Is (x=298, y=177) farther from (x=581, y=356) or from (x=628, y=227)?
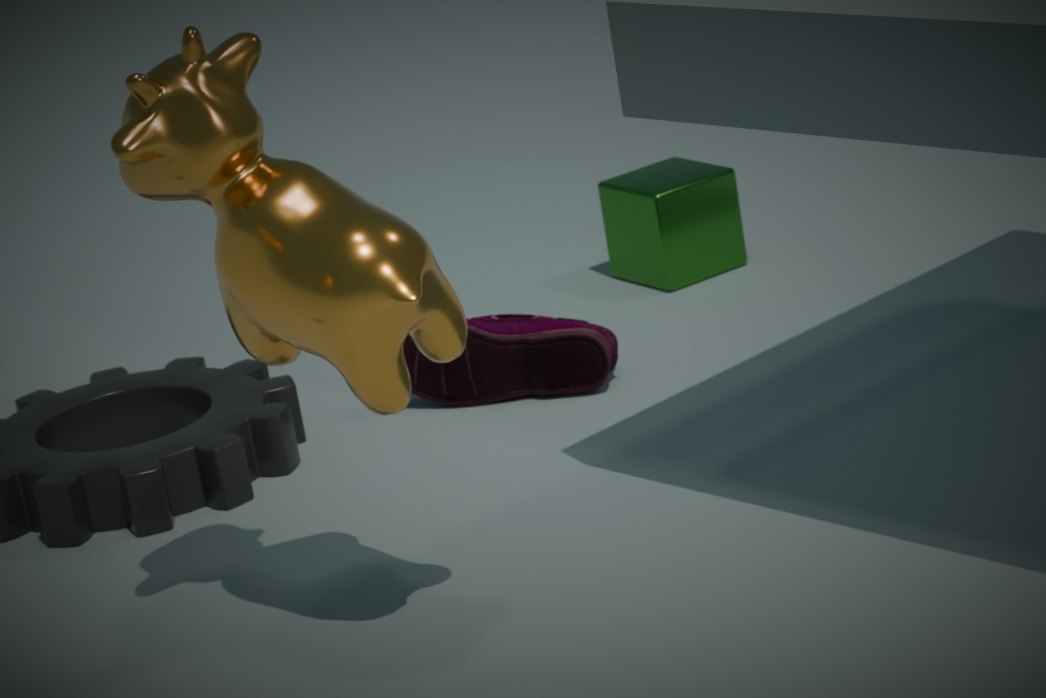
(x=628, y=227)
